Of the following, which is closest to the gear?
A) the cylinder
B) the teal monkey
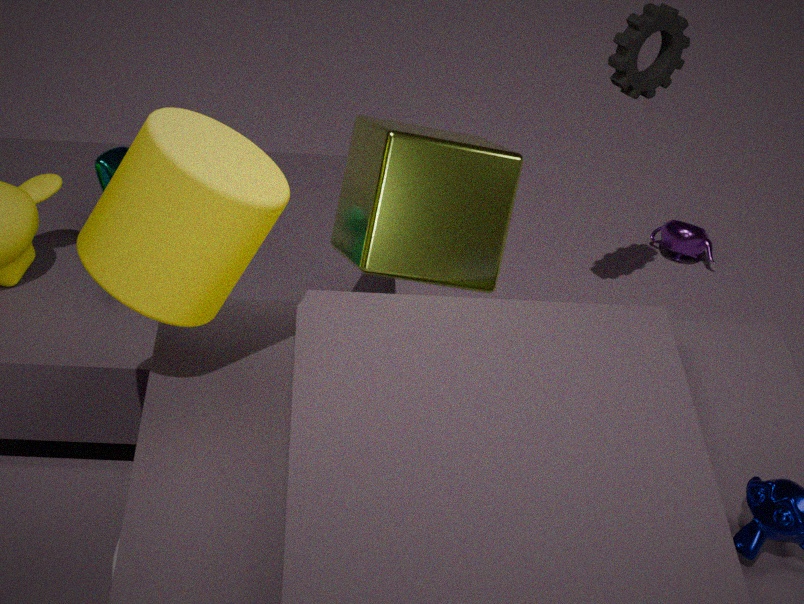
the teal monkey
